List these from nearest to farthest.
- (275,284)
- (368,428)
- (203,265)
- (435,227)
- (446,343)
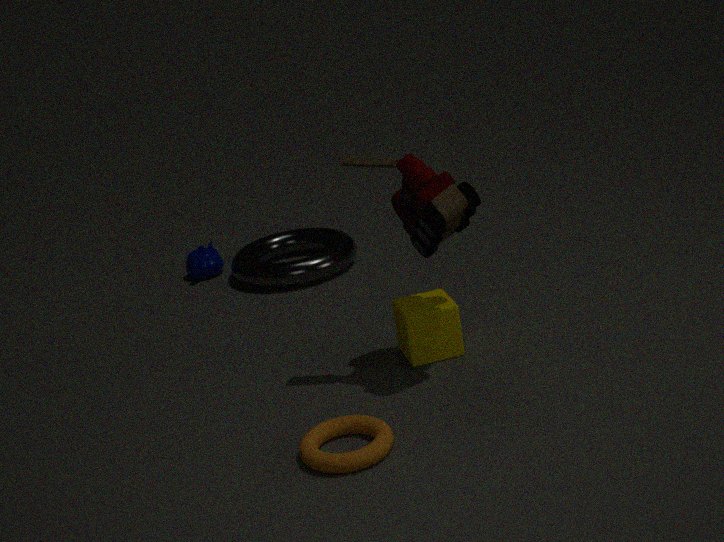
(368,428)
(435,227)
(446,343)
(275,284)
(203,265)
